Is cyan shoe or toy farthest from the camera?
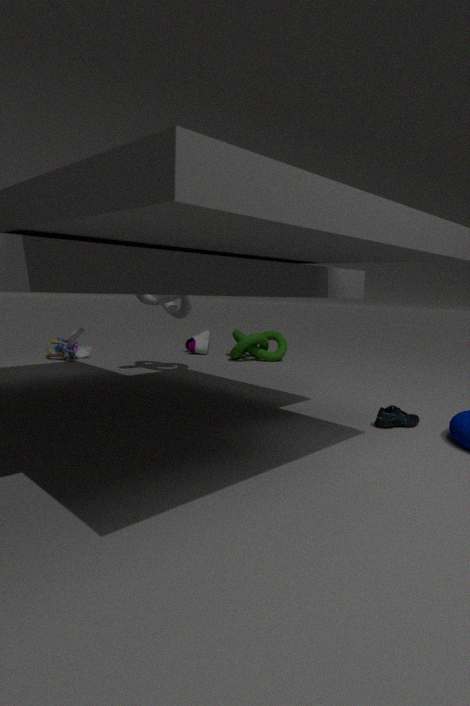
toy
